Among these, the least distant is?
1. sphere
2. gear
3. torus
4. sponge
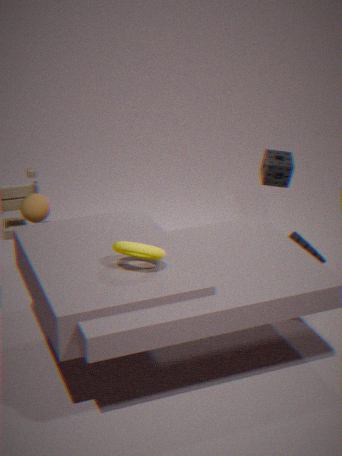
torus
